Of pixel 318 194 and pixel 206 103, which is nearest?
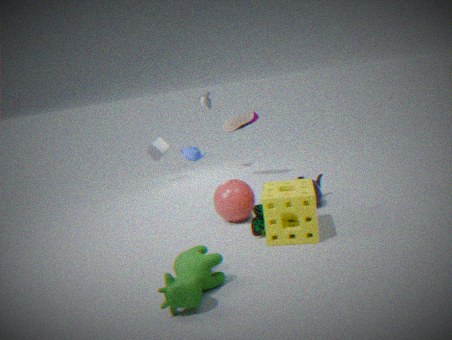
pixel 318 194
